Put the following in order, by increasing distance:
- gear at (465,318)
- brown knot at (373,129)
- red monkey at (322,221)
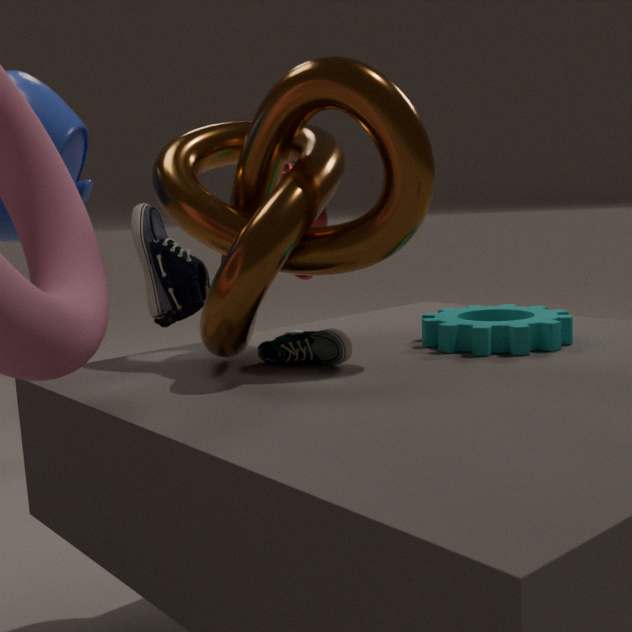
1. brown knot at (373,129)
2. gear at (465,318)
3. red monkey at (322,221)
